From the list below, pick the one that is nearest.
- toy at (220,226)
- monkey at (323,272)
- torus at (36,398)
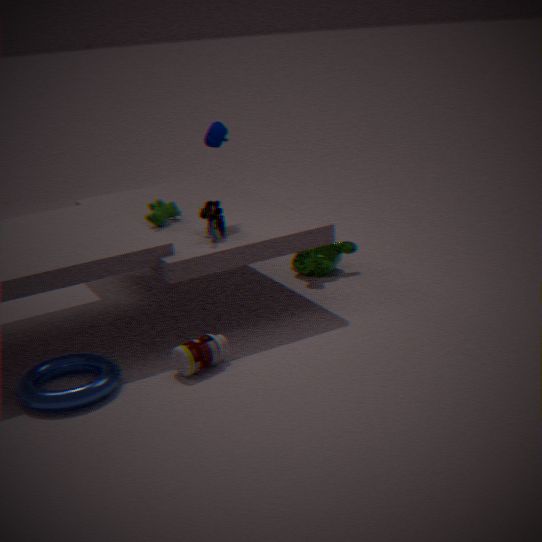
torus at (36,398)
